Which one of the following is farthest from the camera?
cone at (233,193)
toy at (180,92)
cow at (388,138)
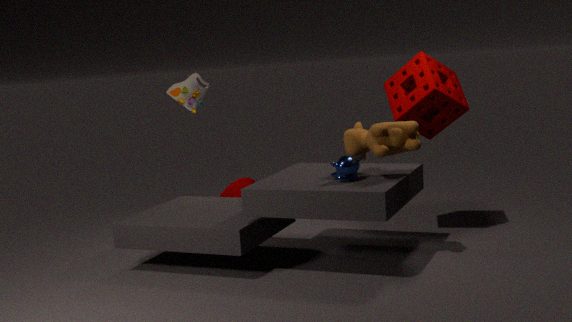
toy at (180,92)
